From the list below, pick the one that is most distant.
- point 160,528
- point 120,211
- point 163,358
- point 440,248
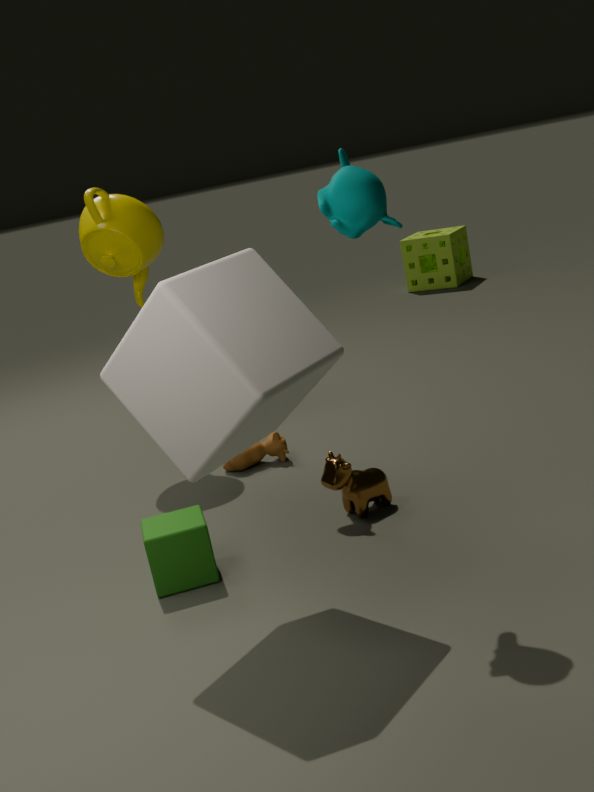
point 440,248
